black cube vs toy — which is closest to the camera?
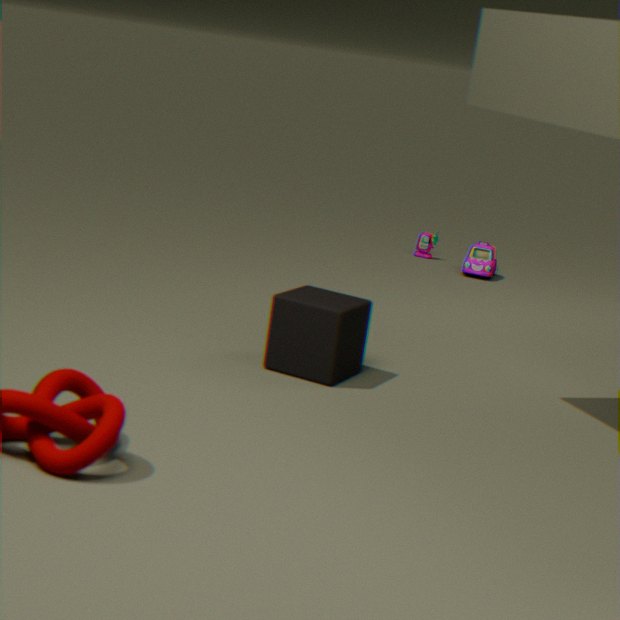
black cube
